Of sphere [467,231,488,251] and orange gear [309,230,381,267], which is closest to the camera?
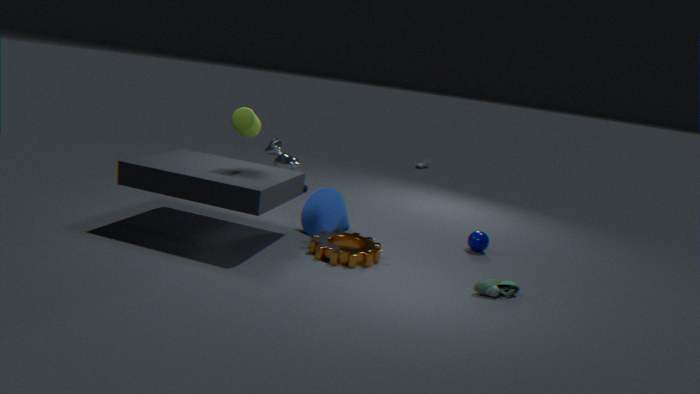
orange gear [309,230,381,267]
